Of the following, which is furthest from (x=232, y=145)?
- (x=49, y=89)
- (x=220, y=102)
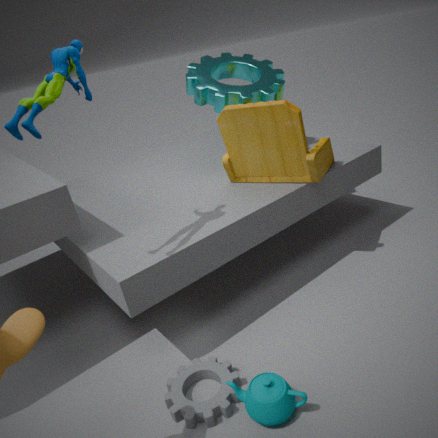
(x=49, y=89)
